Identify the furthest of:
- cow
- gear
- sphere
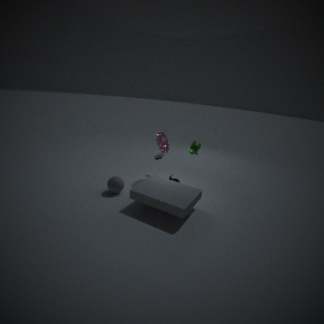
gear
